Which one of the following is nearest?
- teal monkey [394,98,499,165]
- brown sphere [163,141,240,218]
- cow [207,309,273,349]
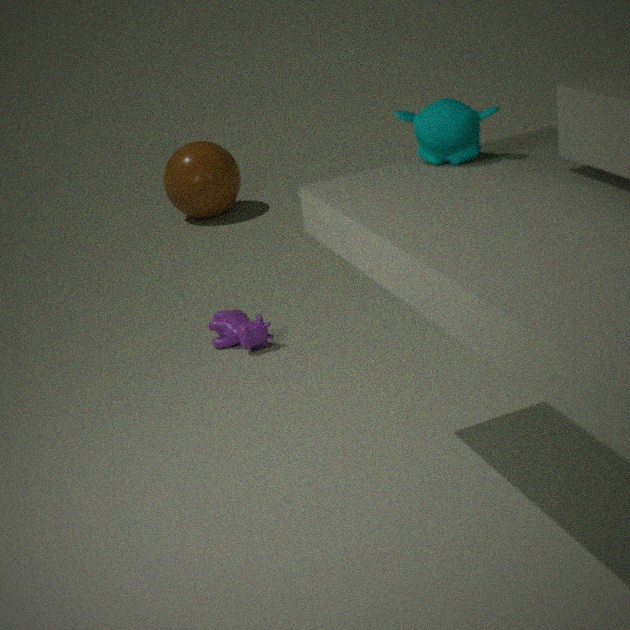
teal monkey [394,98,499,165]
